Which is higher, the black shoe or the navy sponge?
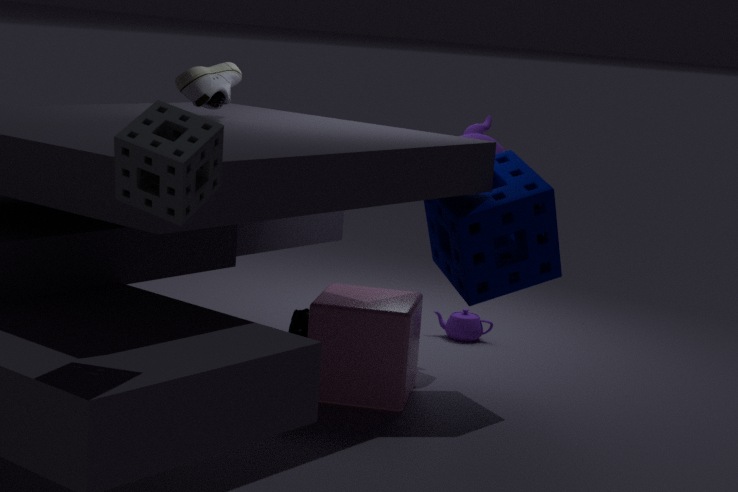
the navy sponge
